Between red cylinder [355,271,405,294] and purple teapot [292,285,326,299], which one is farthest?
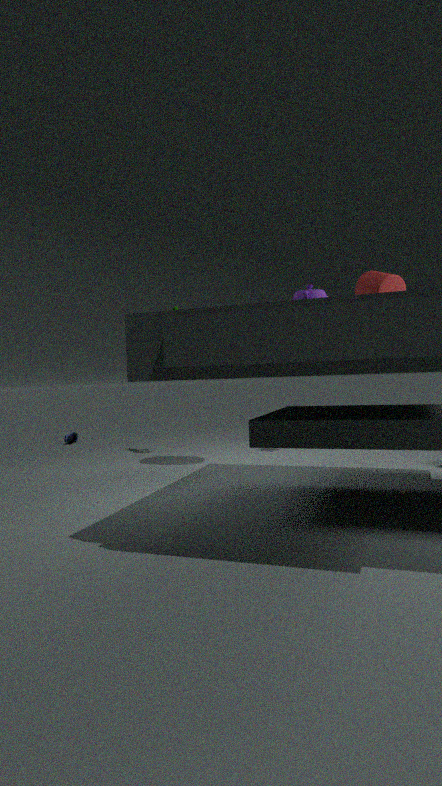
red cylinder [355,271,405,294]
